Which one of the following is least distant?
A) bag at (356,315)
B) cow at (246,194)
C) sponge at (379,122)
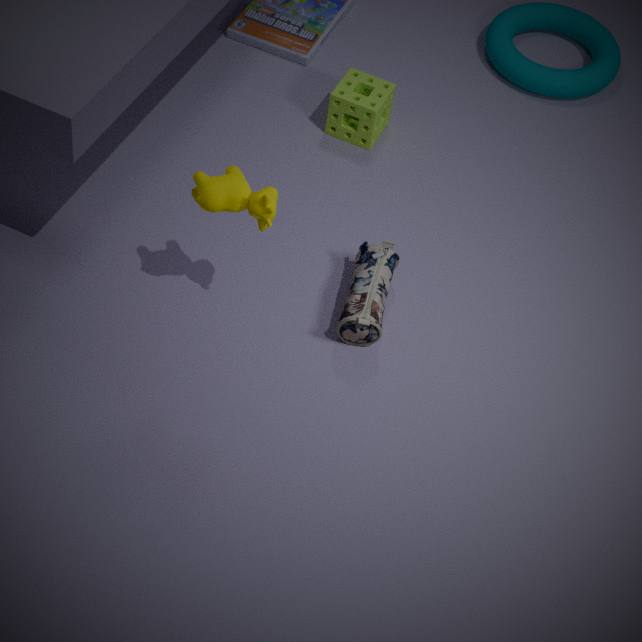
cow at (246,194)
